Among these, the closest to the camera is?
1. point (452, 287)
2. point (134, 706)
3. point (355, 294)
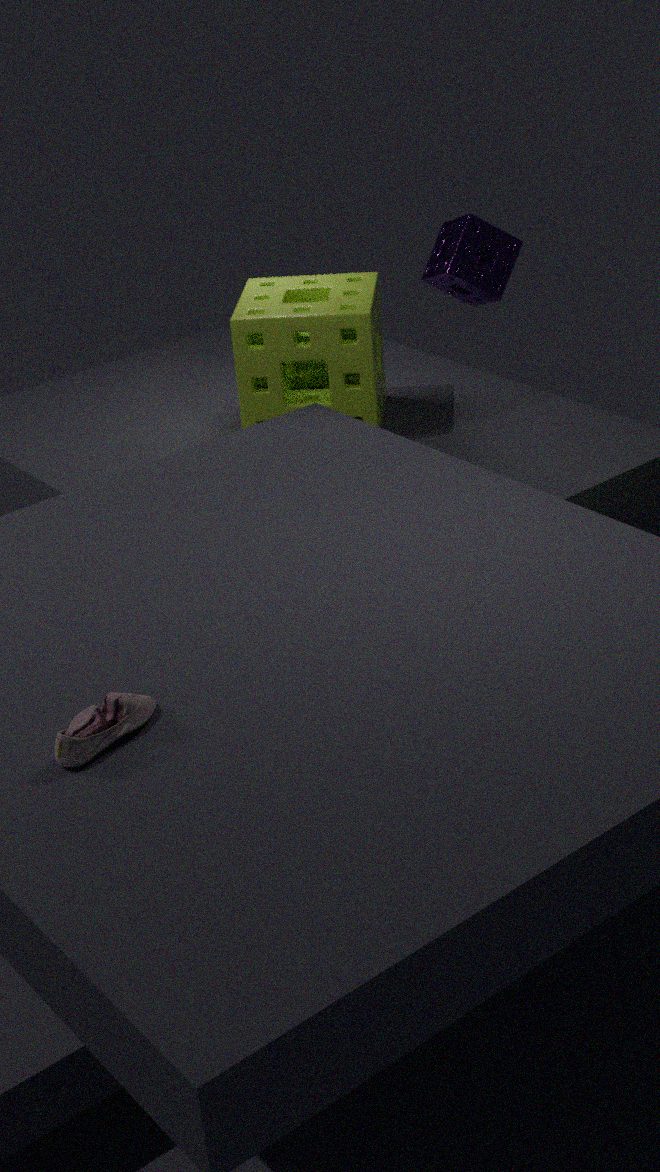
point (134, 706)
